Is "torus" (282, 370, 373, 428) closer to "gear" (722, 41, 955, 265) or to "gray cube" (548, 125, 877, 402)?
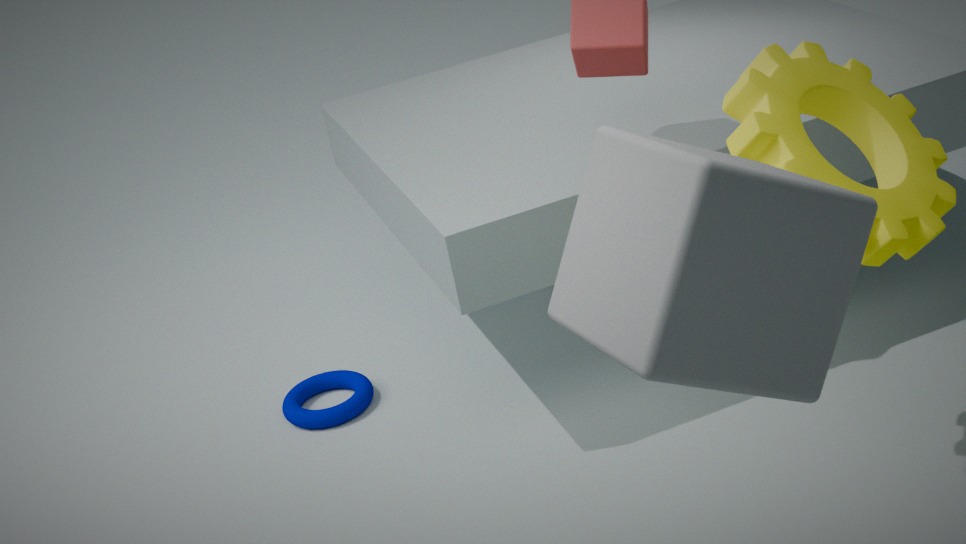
"gear" (722, 41, 955, 265)
